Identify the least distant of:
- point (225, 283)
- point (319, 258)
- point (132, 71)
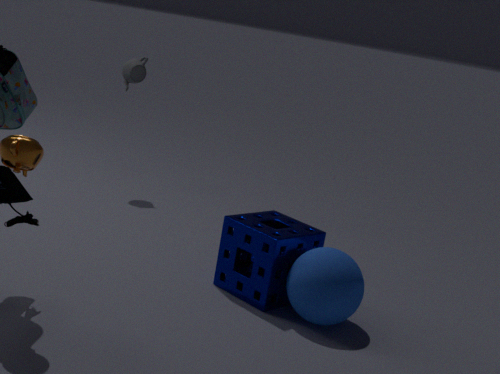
point (319, 258)
